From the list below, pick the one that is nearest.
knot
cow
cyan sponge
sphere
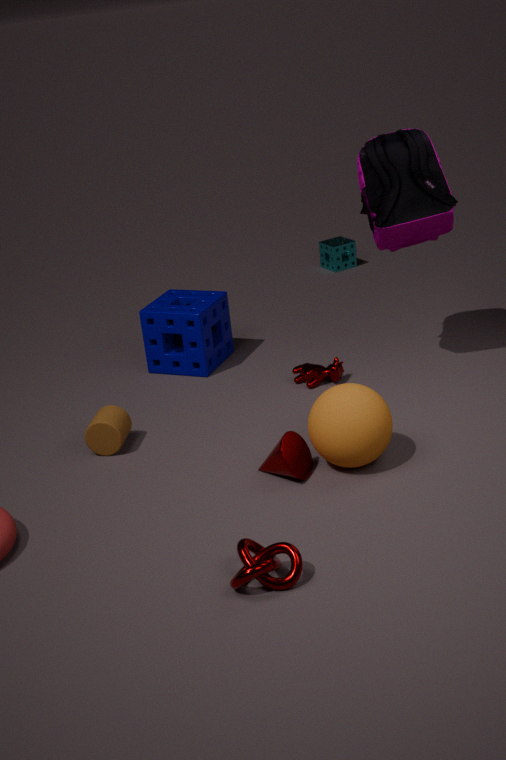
knot
